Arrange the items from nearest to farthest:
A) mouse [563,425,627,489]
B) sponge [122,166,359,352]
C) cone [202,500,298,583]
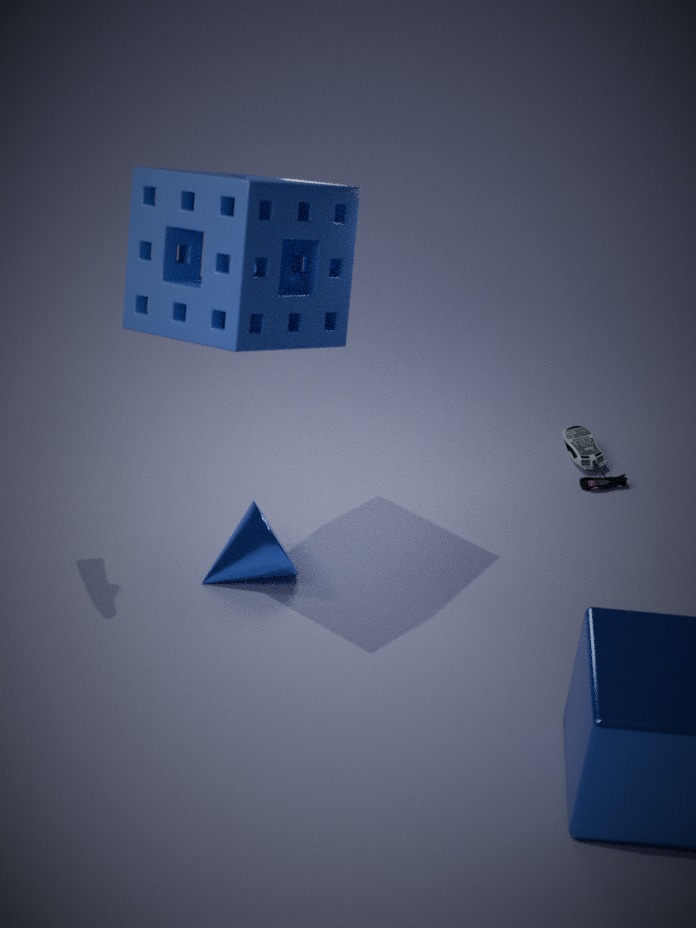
sponge [122,166,359,352] → cone [202,500,298,583] → mouse [563,425,627,489]
